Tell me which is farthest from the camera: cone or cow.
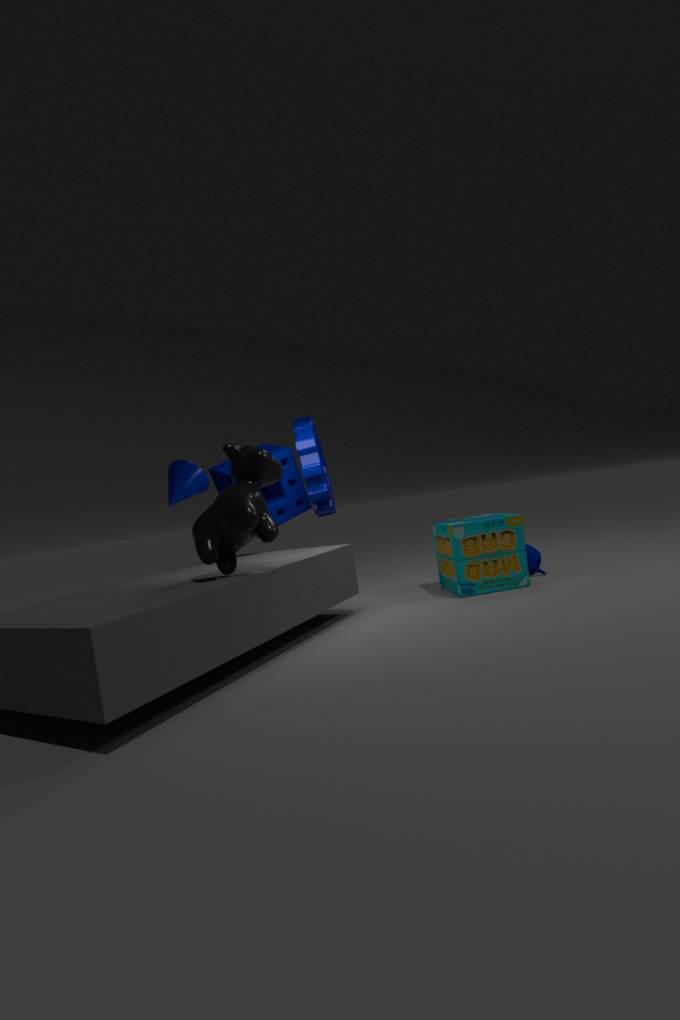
cone
